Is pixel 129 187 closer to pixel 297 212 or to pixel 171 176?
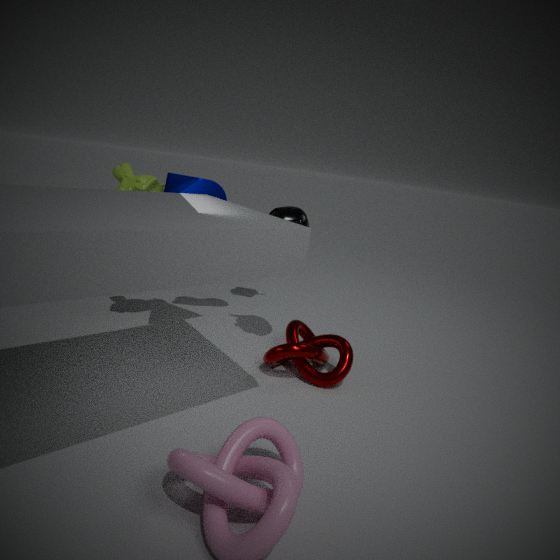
pixel 171 176
